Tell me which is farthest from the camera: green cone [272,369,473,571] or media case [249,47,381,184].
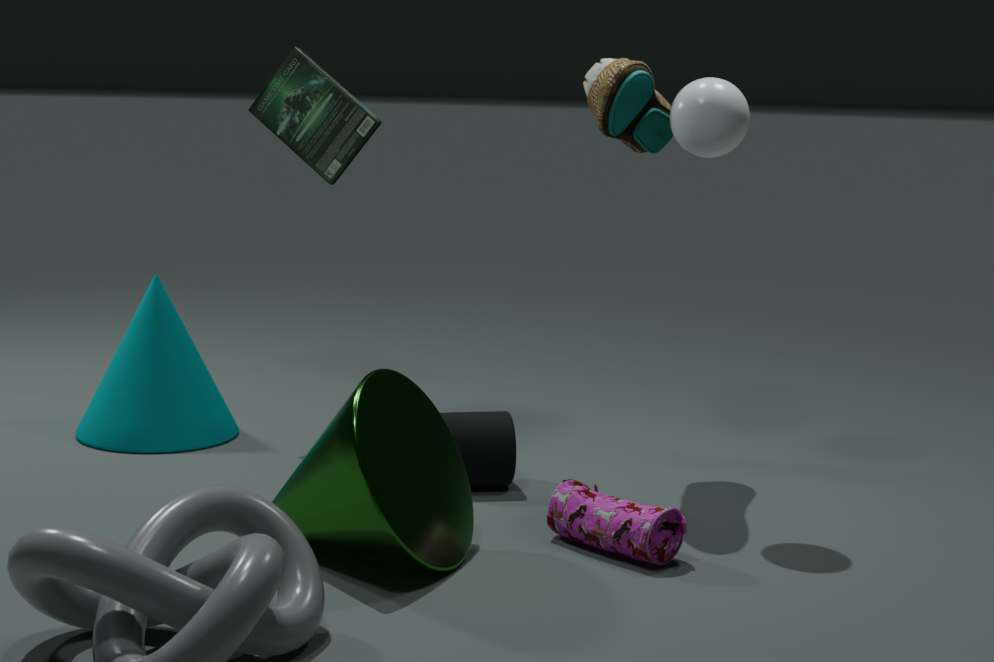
media case [249,47,381,184]
